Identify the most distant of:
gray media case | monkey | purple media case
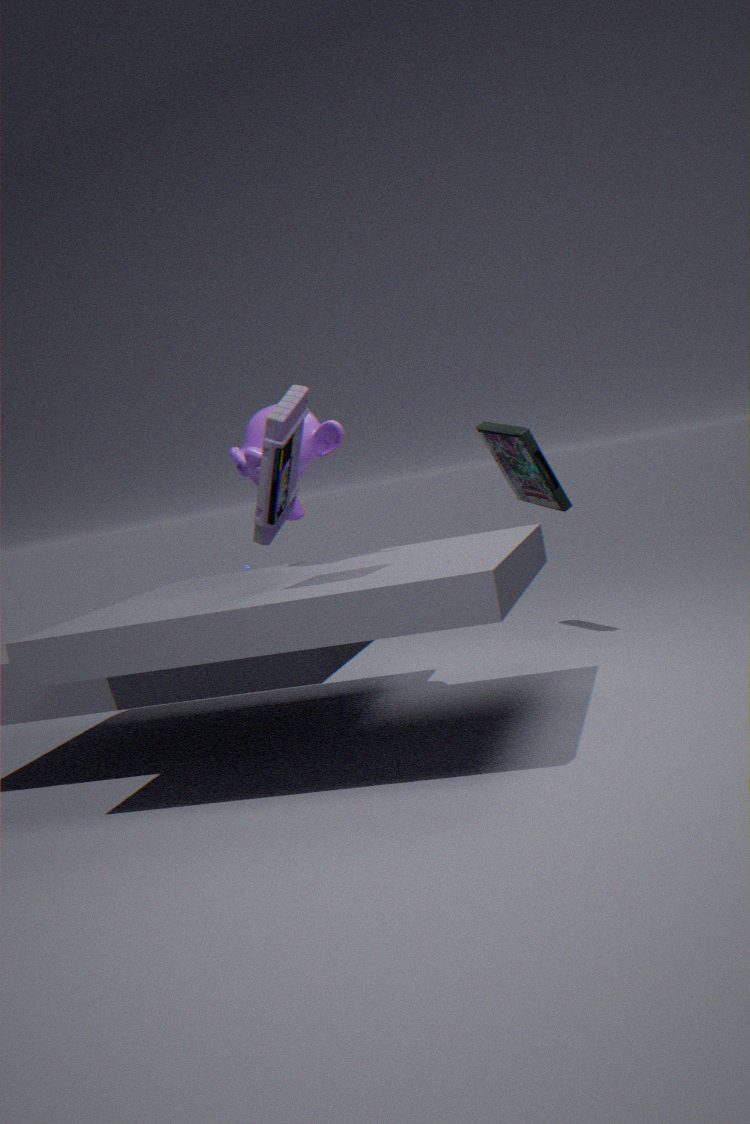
gray media case
